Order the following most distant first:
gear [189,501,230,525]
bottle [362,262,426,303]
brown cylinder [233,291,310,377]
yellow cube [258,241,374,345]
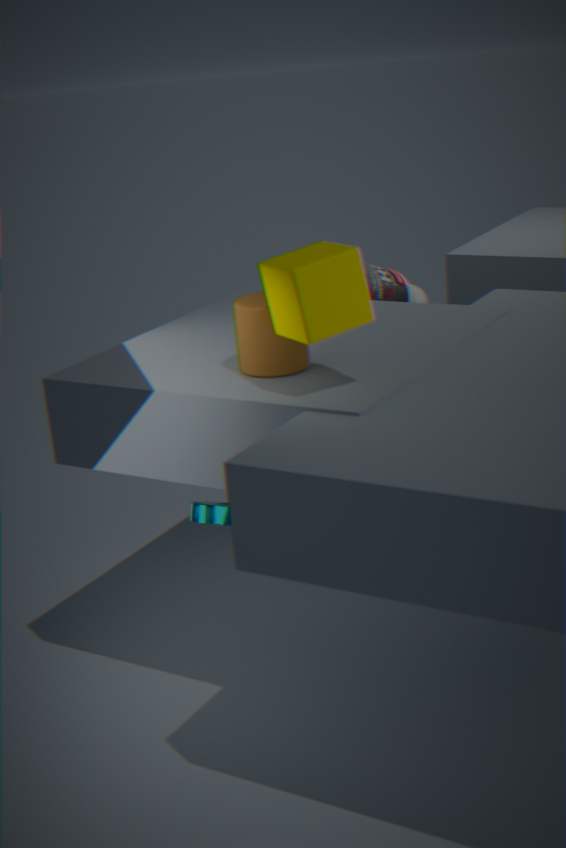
bottle [362,262,426,303] < gear [189,501,230,525] < brown cylinder [233,291,310,377] < yellow cube [258,241,374,345]
